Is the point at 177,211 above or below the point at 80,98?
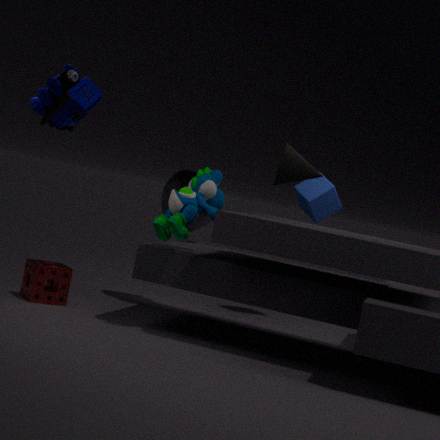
below
